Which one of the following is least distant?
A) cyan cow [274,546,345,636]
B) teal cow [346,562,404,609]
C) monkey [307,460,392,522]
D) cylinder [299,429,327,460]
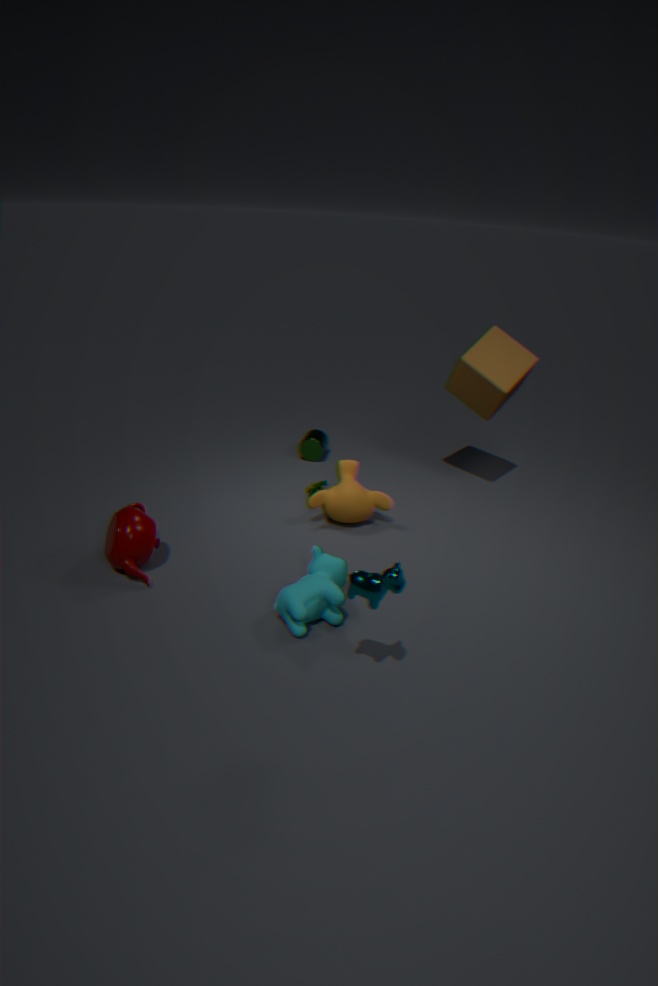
teal cow [346,562,404,609]
